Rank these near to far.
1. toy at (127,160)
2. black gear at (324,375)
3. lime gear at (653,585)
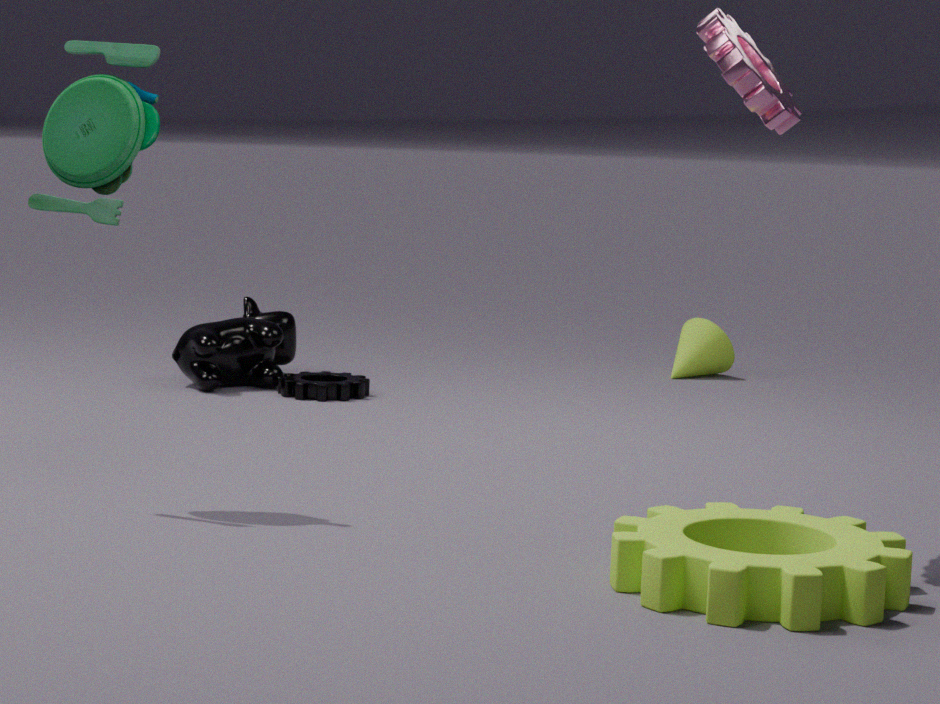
lime gear at (653,585), toy at (127,160), black gear at (324,375)
